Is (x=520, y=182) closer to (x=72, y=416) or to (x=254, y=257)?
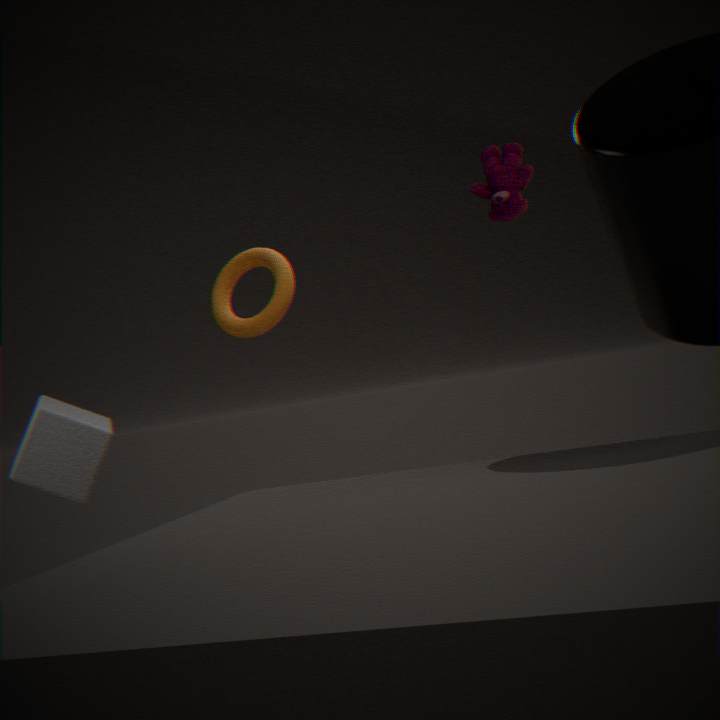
(x=254, y=257)
